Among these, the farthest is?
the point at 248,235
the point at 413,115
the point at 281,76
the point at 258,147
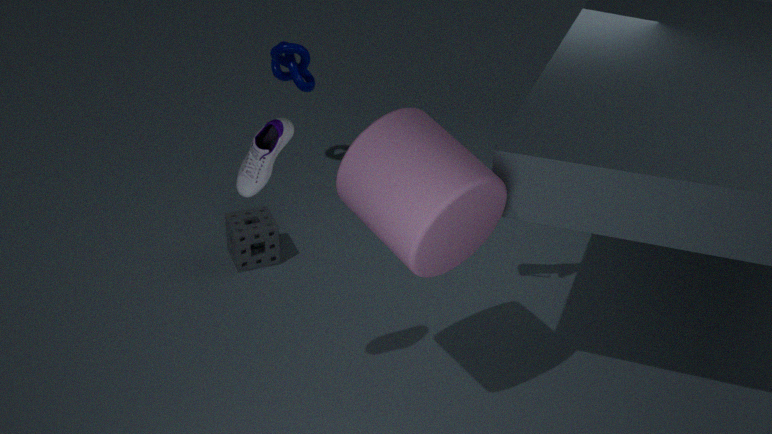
the point at 281,76
